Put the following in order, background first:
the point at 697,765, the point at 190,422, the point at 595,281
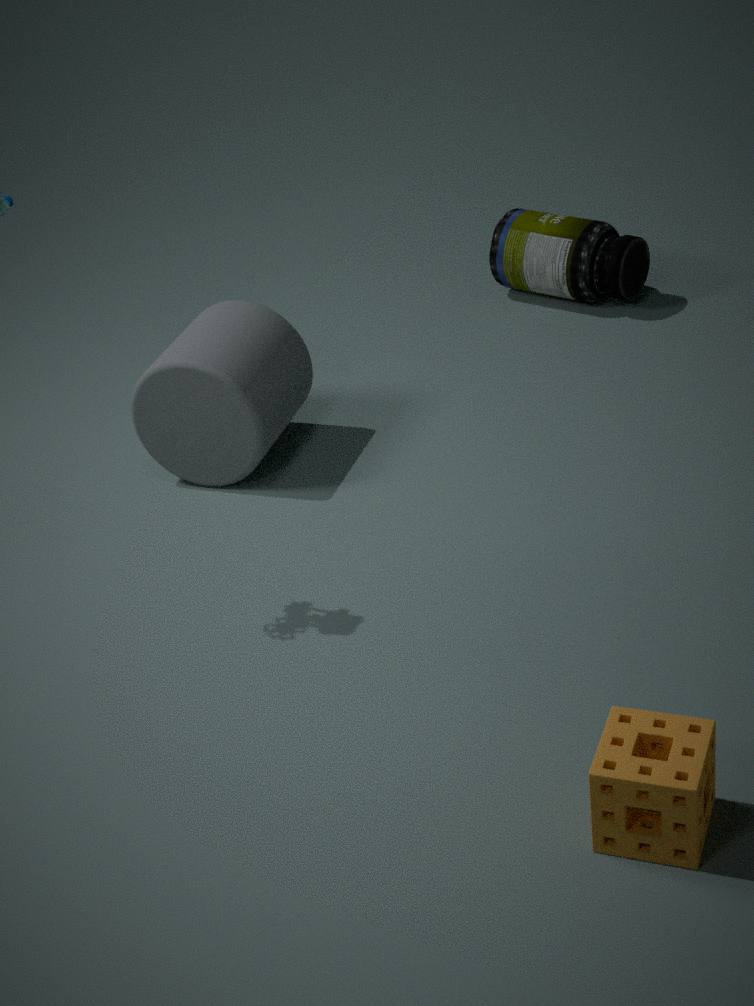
the point at 595,281
the point at 190,422
the point at 697,765
